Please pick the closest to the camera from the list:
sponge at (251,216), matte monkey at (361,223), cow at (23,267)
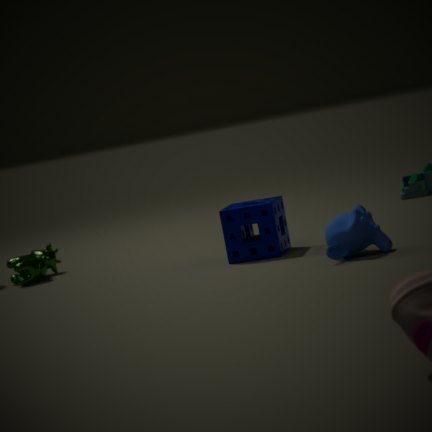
matte monkey at (361,223)
